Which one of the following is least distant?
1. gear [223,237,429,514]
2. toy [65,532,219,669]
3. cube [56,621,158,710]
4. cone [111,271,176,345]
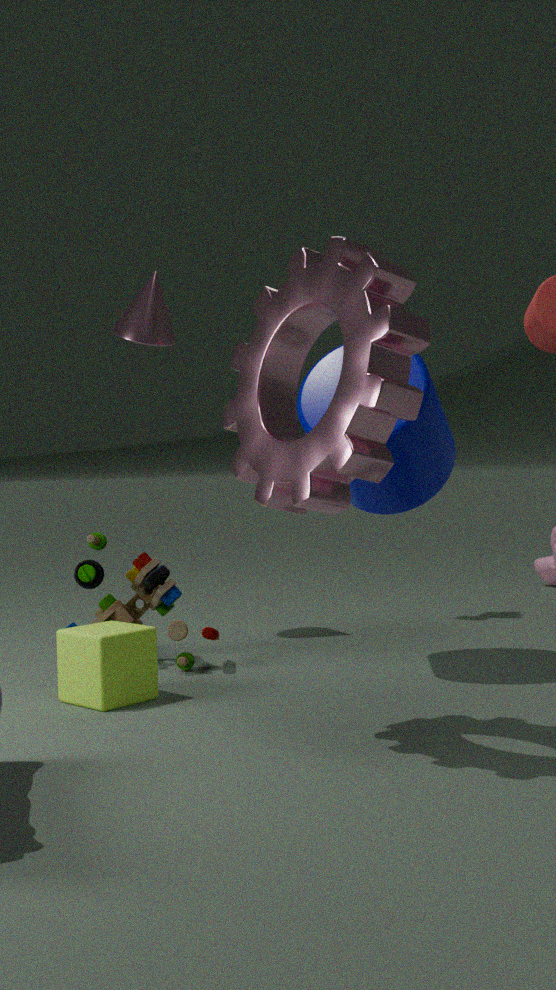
gear [223,237,429,514]
